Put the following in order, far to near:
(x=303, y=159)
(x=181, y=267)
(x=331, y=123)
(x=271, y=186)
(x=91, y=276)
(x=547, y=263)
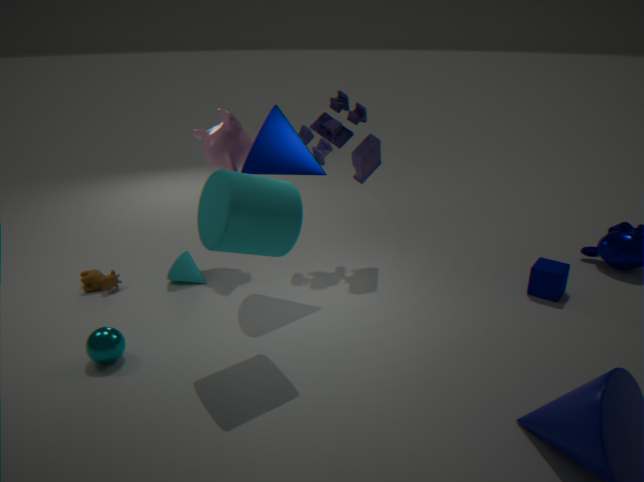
(x=331, y=123)
(x=181, y=267)
(x=91, y=276)
(x=547, y=263)
(x=303, y=159)
(x=271, y=186)
